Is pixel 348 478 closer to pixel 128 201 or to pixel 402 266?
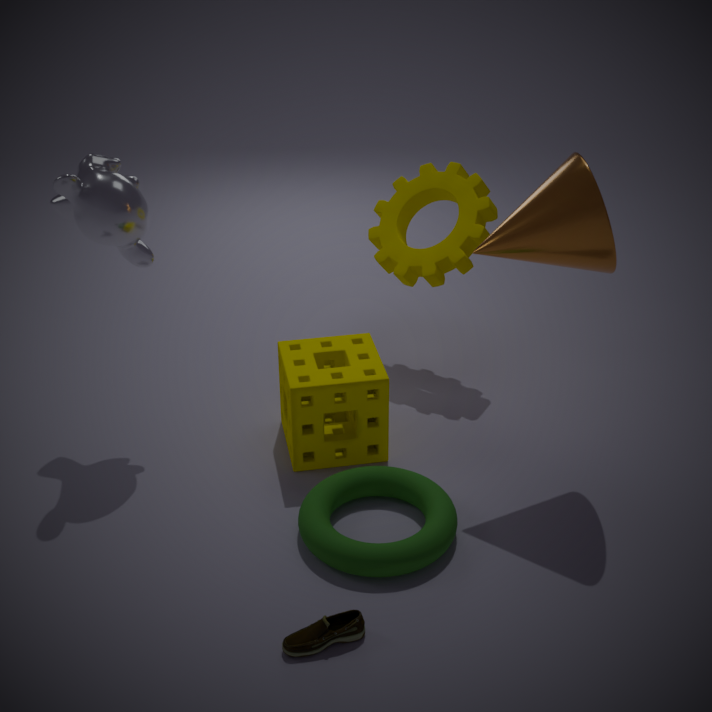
pixel 402 266
